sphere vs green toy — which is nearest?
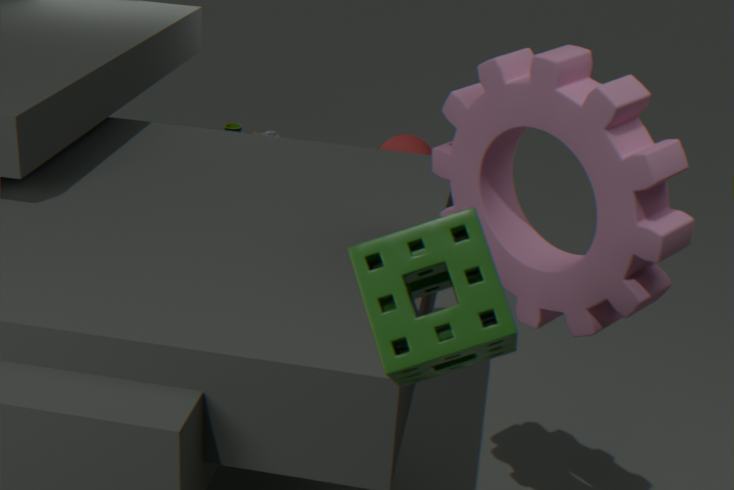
sphere
